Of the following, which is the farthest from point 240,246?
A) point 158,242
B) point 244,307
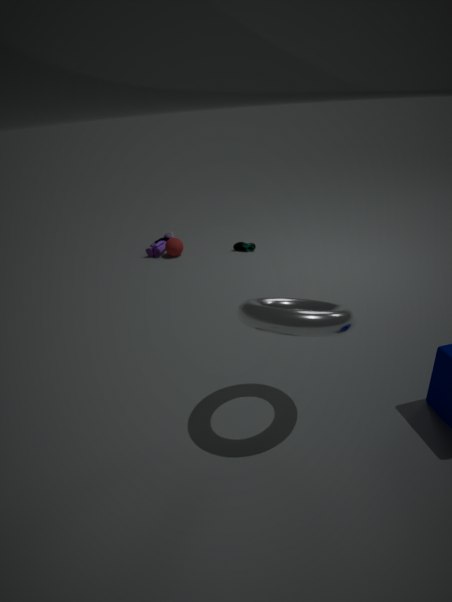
point 244,307
